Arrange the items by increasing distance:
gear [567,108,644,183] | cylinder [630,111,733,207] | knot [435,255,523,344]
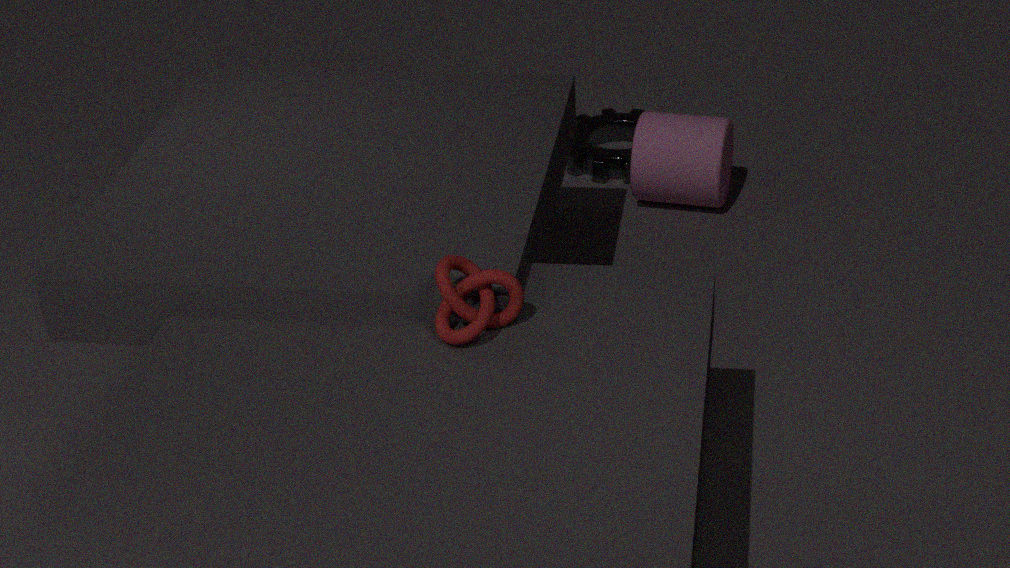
knot [435,255,523,344] < cylinder [630,111,733,207] < gear [567,108,644,183]
